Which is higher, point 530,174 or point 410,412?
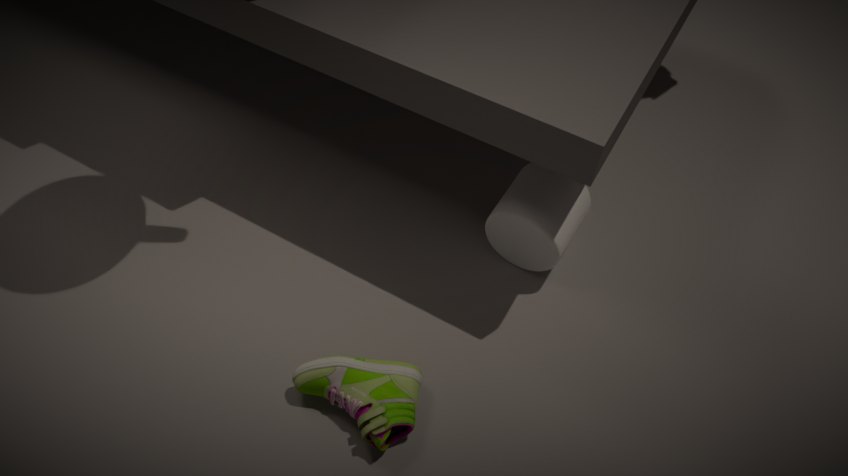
point 530,174
